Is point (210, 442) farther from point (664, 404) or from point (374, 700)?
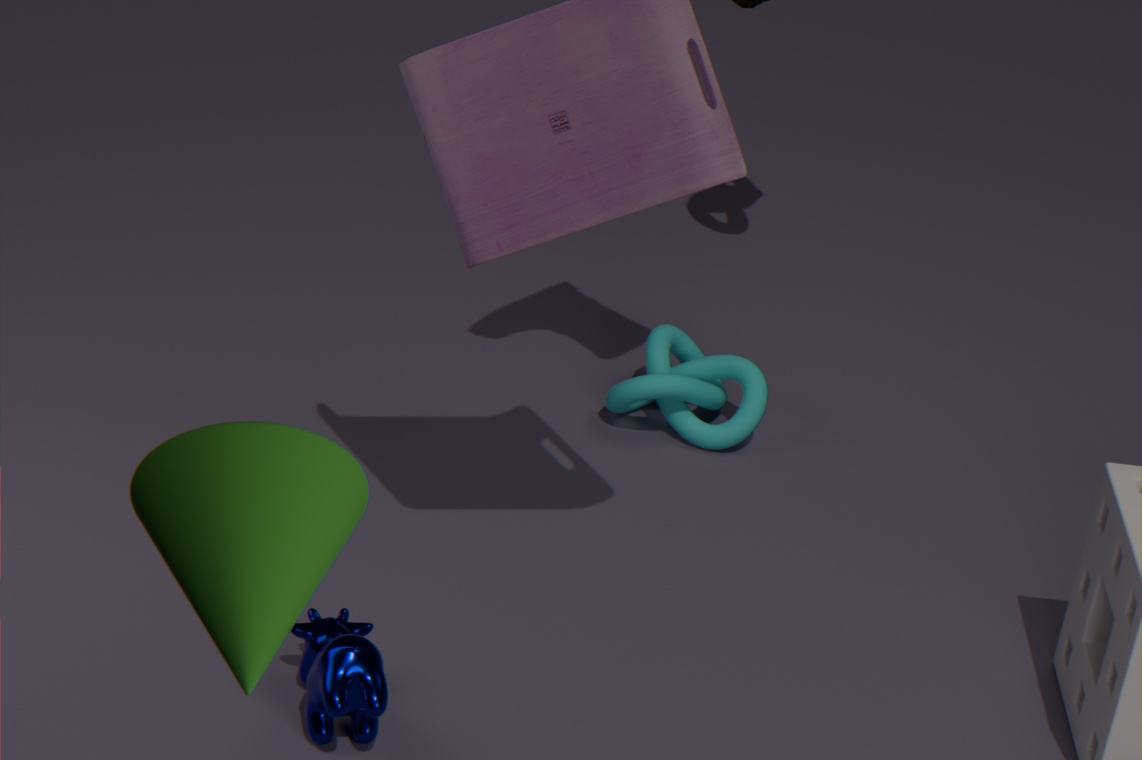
point (664, 404)
